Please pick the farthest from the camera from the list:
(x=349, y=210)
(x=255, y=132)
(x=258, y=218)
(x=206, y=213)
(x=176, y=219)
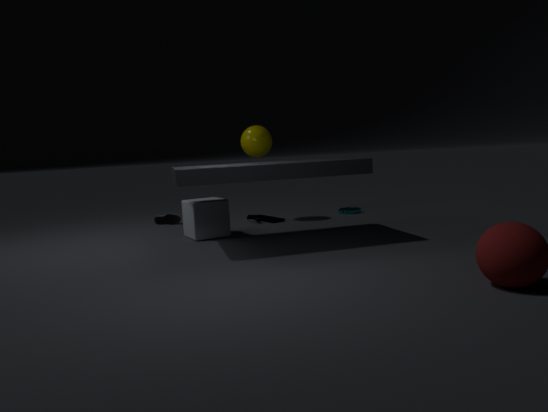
(x=349, y=210)
